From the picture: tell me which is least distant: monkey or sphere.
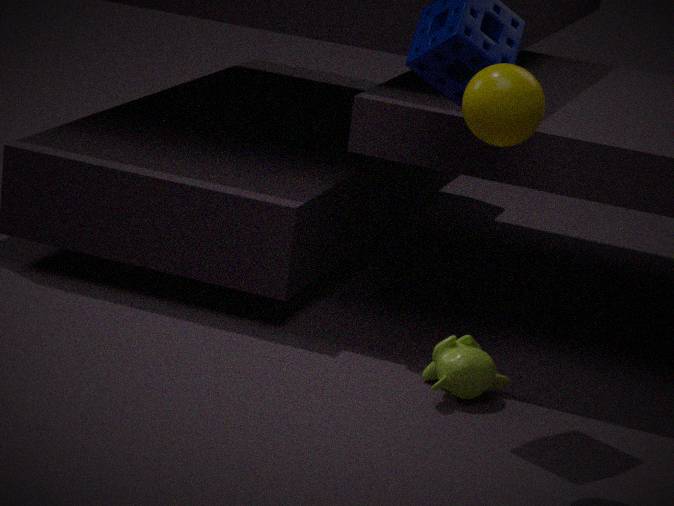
sphere
